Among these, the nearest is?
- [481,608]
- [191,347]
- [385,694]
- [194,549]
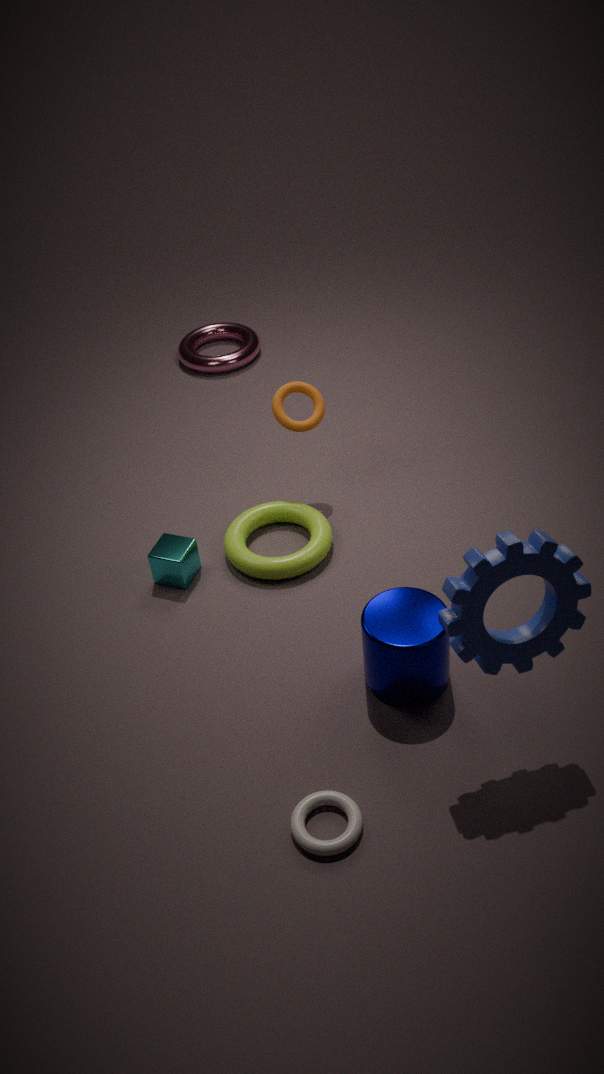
[481,608]
